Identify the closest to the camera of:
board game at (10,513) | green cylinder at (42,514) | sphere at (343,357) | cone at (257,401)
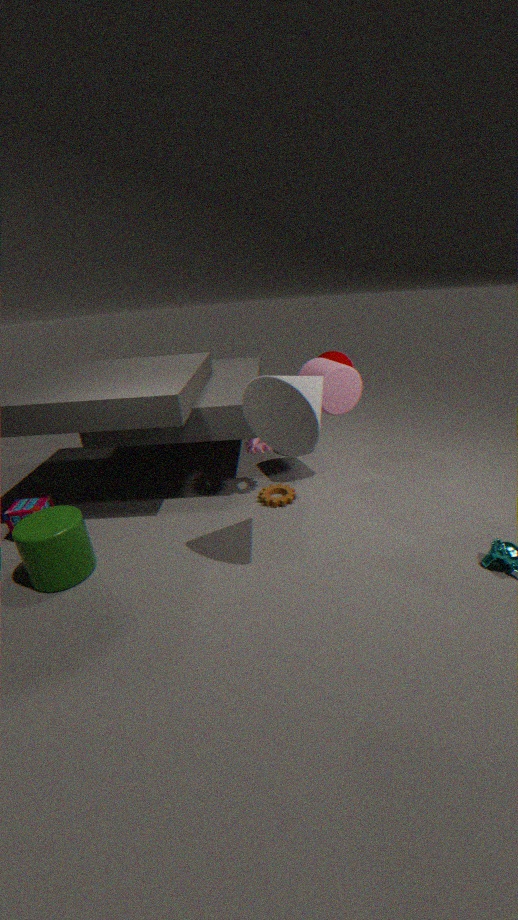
cone at (257,401)
